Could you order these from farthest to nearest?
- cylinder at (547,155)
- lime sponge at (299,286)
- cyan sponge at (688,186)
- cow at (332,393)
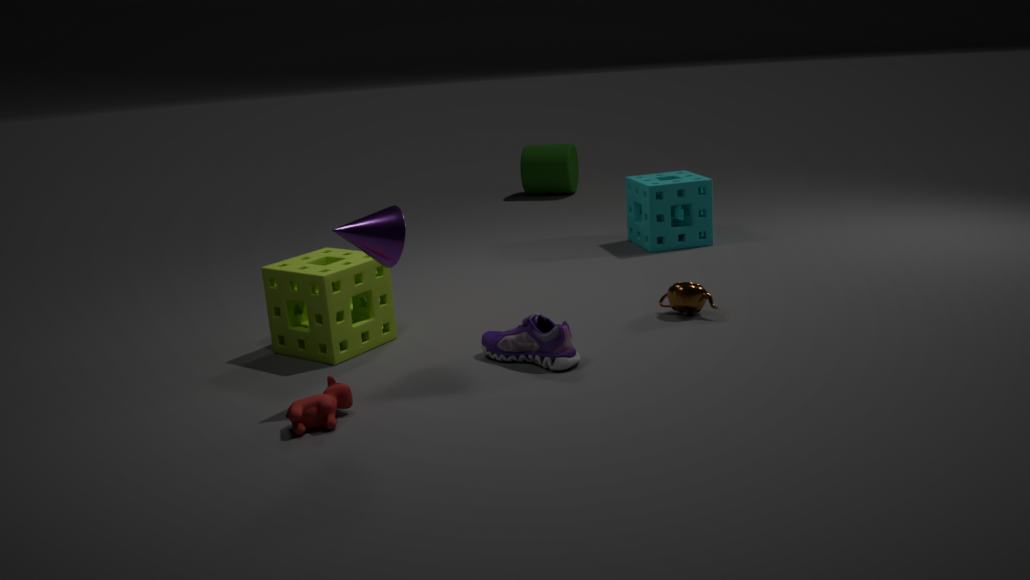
Result: cylinder at (547,155)
cyan sponge at (688,186)
lime sponge at (299,286)
cow at (332,393)
